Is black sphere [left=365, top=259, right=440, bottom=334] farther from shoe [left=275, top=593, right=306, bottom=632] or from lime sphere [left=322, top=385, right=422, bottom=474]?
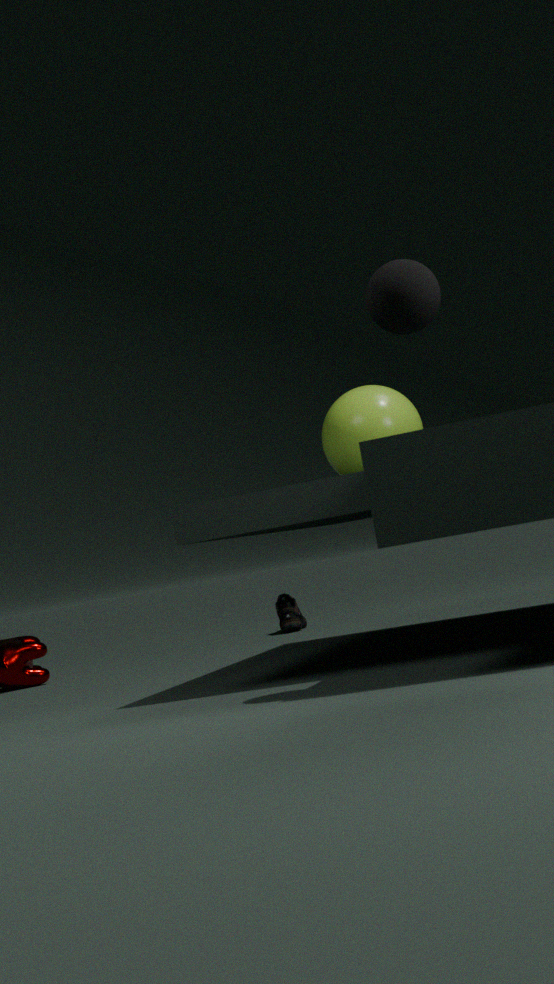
shoe [left=275, top=593, right=306, bottom=632]
